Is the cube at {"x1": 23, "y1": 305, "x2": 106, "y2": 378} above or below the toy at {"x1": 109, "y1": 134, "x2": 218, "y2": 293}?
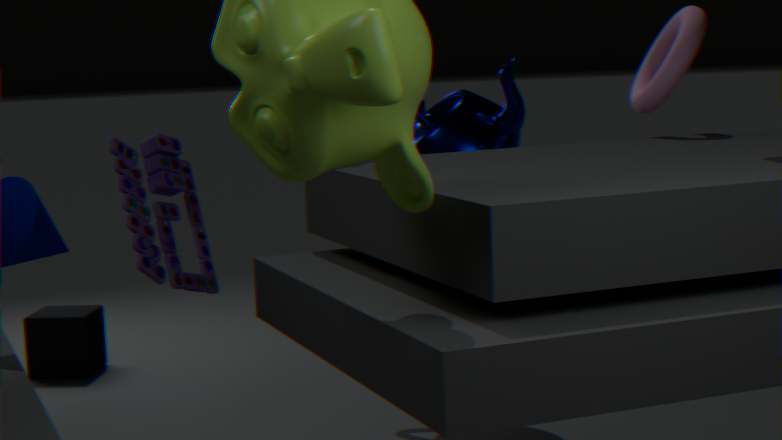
below
